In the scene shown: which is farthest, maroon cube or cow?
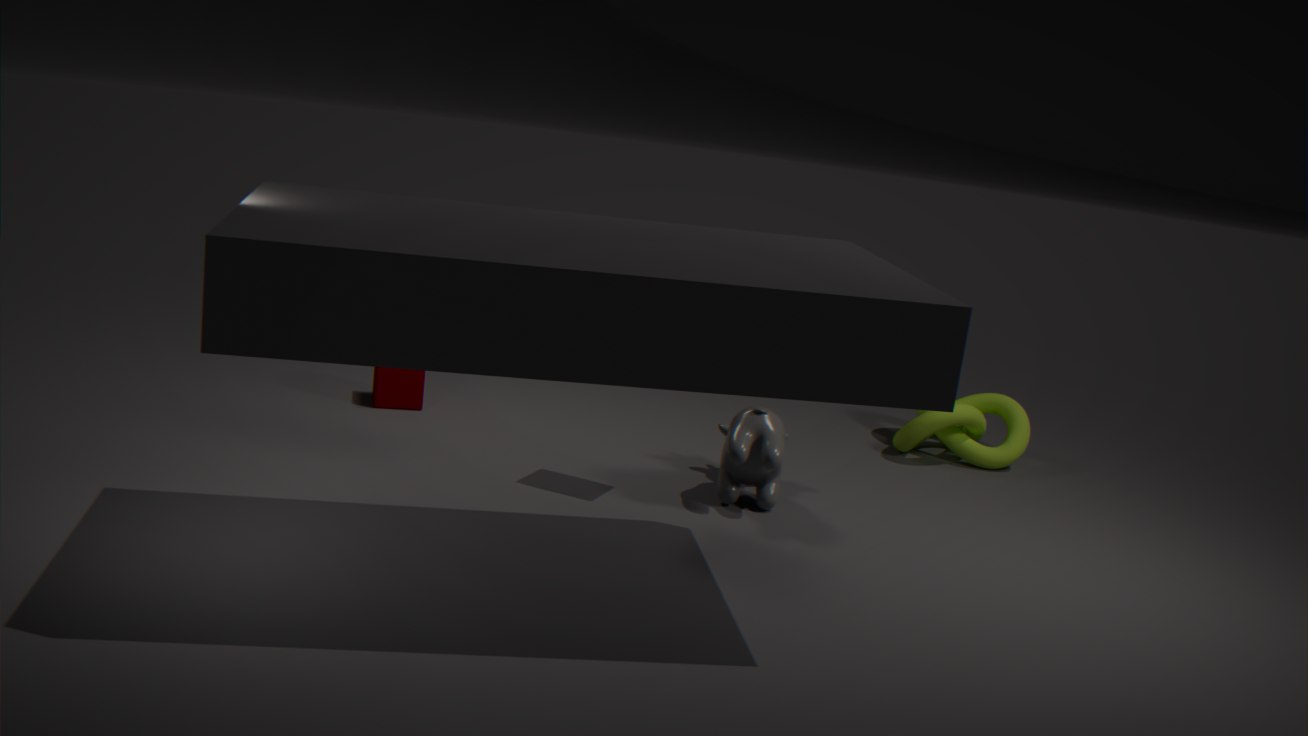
maroon cube
